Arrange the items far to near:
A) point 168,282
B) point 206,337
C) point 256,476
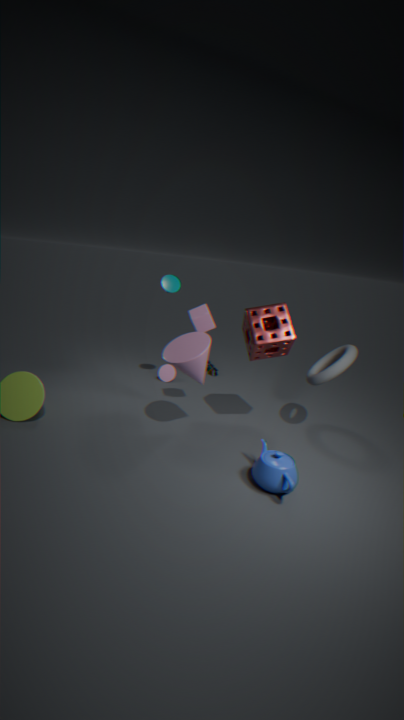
point 168,282 → point 206,337 → point 256,476
